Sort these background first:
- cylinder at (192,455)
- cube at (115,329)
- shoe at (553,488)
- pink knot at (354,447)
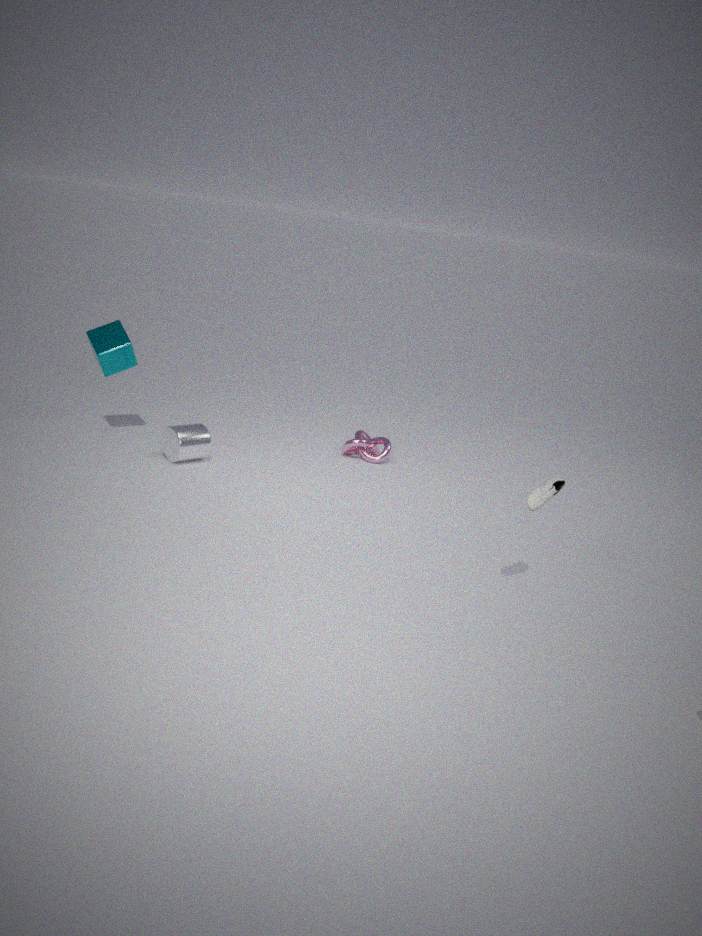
1. pink knot at (354,447)
2. cube at (115,329)
3. cylinder at (192,455)
4. shoe at (553,488)
